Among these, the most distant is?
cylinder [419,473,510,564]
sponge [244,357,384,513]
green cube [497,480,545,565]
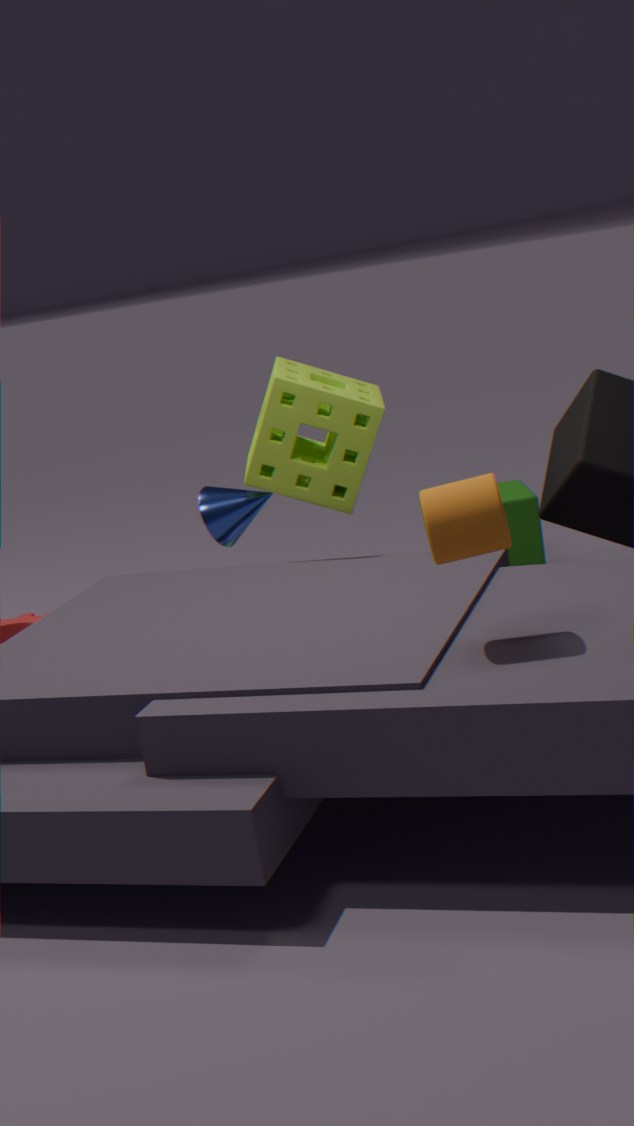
green cube [497,480,545,565]
